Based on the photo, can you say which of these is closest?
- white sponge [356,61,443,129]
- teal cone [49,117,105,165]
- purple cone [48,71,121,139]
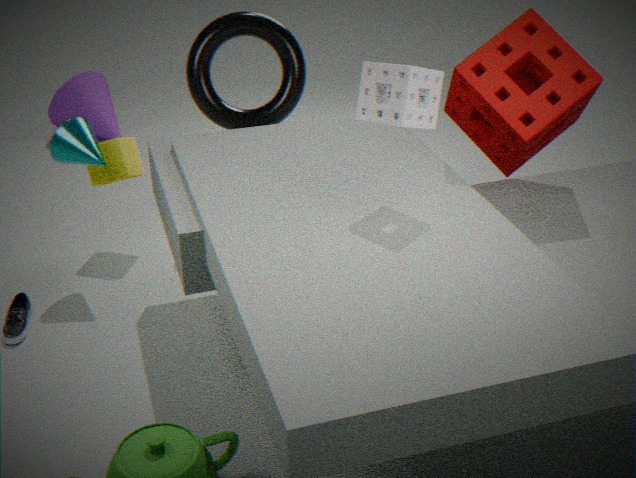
white sponge [356,61,443,129]
